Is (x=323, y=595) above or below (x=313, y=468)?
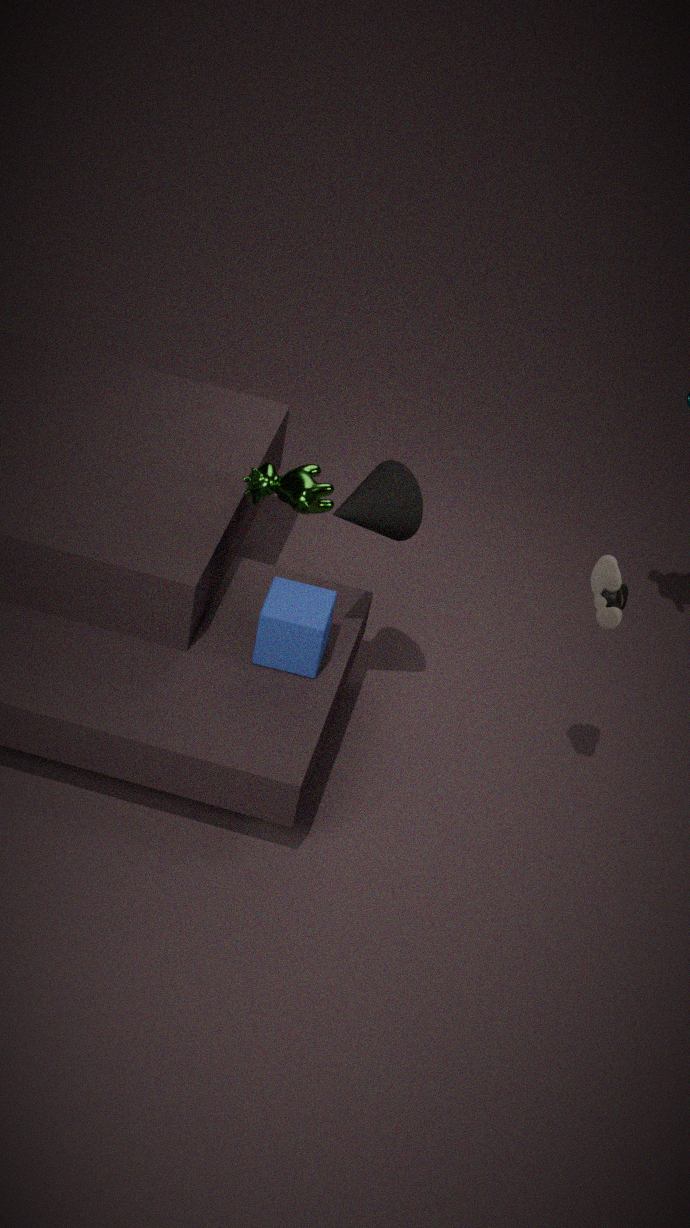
below
